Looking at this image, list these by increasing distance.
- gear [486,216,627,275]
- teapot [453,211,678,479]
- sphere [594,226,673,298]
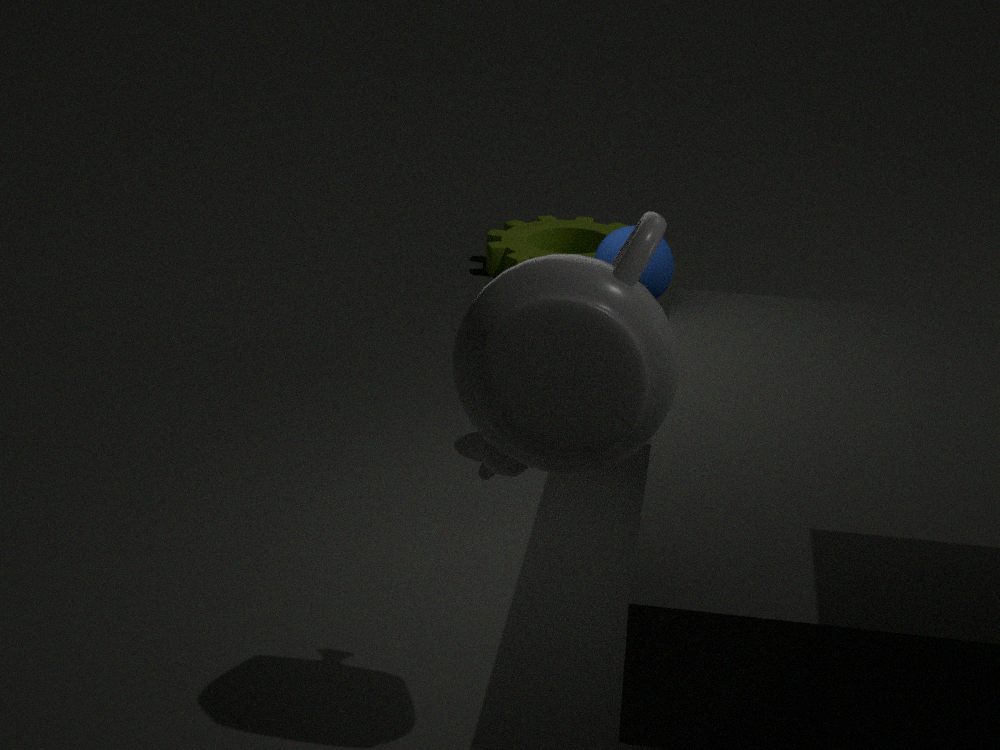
teapot [453,211,678,479]
sphere [594,226,673,298]
gear [486,216,627,275]
